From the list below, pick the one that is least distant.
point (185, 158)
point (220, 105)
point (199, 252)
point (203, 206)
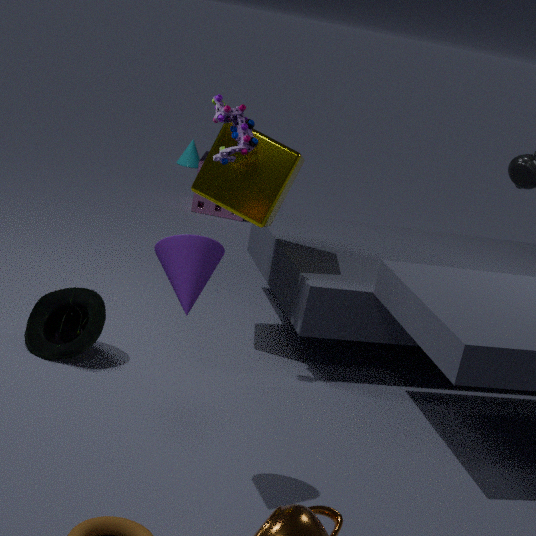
point (199, 252)
